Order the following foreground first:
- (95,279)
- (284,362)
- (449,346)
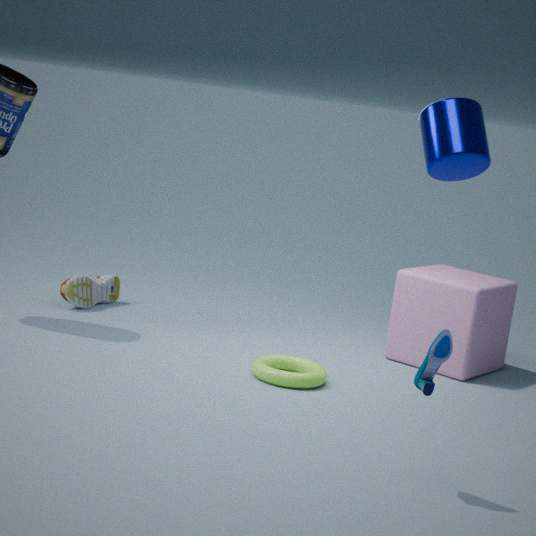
(449,346)
(284,362)
(95,279)
